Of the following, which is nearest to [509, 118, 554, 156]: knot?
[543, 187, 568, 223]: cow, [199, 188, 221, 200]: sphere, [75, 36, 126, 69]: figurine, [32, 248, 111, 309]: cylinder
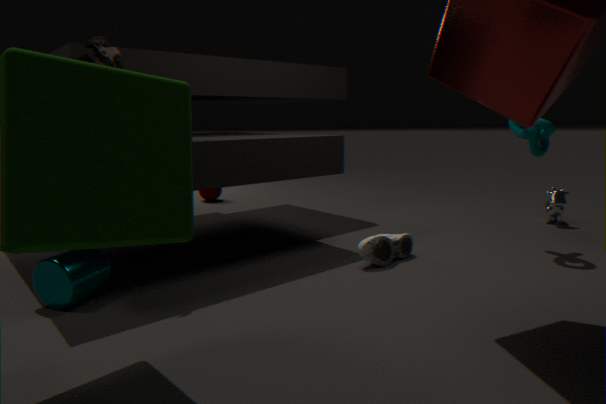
[543, 187, 568, 223]: cow
